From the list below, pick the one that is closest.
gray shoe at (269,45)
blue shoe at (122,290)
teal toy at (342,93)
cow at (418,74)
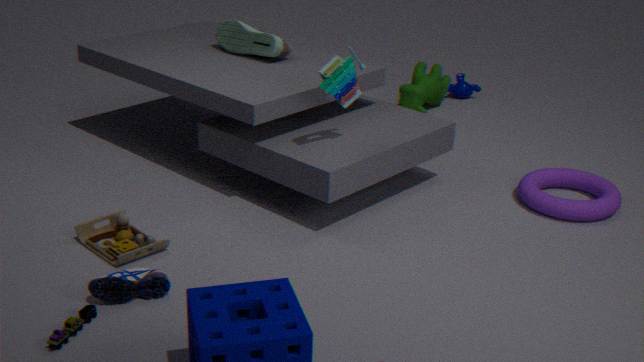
blue shoe at (122,290)
